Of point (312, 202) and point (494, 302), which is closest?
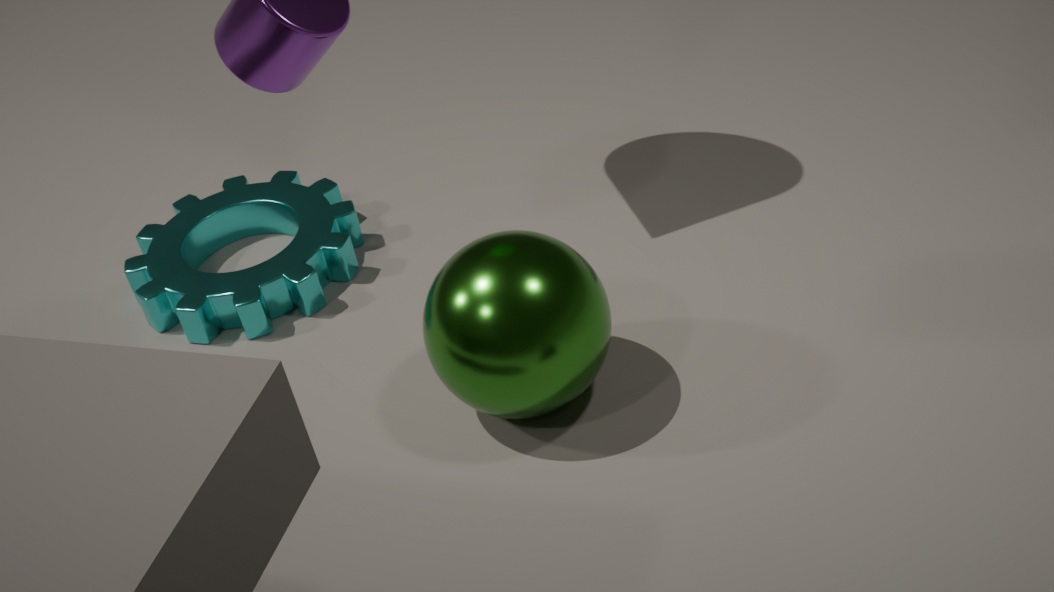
point (494, 302)
